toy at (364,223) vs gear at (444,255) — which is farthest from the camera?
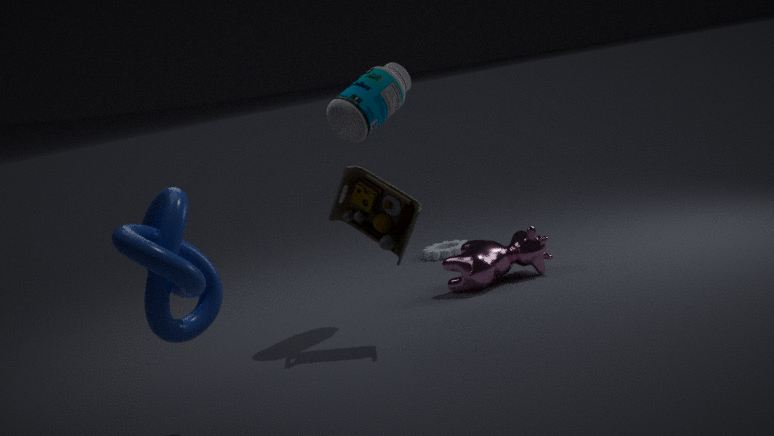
gear at (444,255)
